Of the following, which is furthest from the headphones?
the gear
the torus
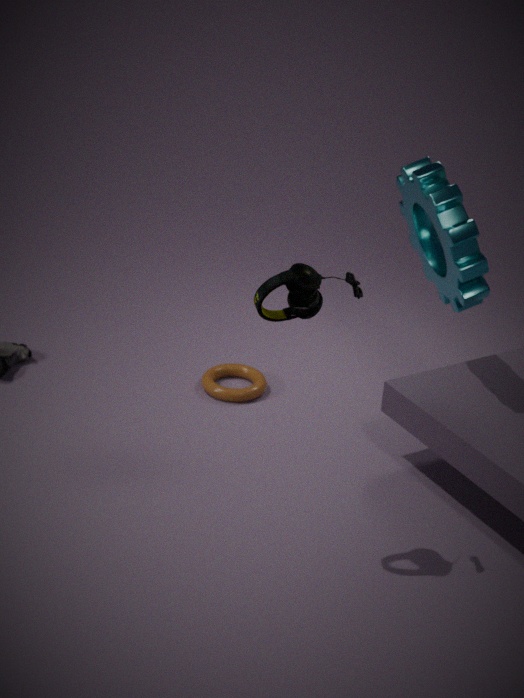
the torus
